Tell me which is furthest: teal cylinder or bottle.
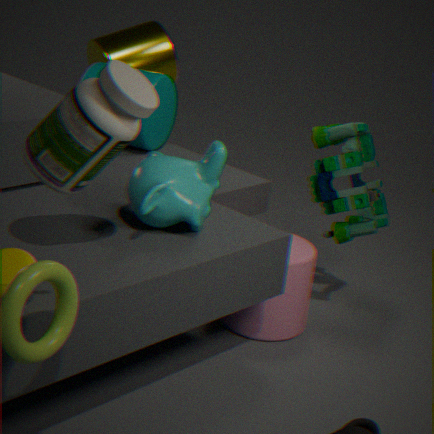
teal cylinder
